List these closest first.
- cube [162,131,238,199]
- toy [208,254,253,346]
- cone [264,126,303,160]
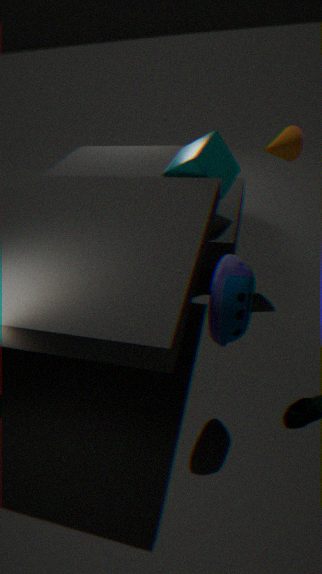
toy [208,254,253,346], cone [264,126,303,160], cube [162,131,238,199]
